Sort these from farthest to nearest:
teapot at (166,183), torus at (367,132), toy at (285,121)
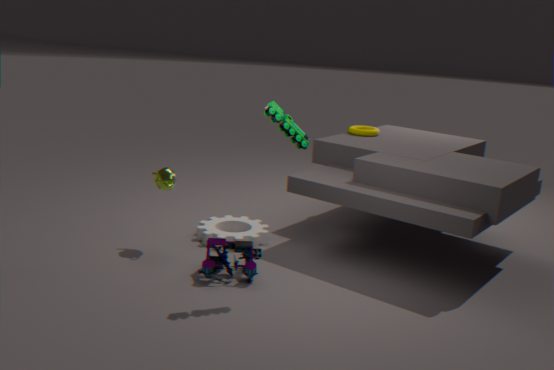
torus at (367,132), teapot at (166,183), toy at (285,121)
